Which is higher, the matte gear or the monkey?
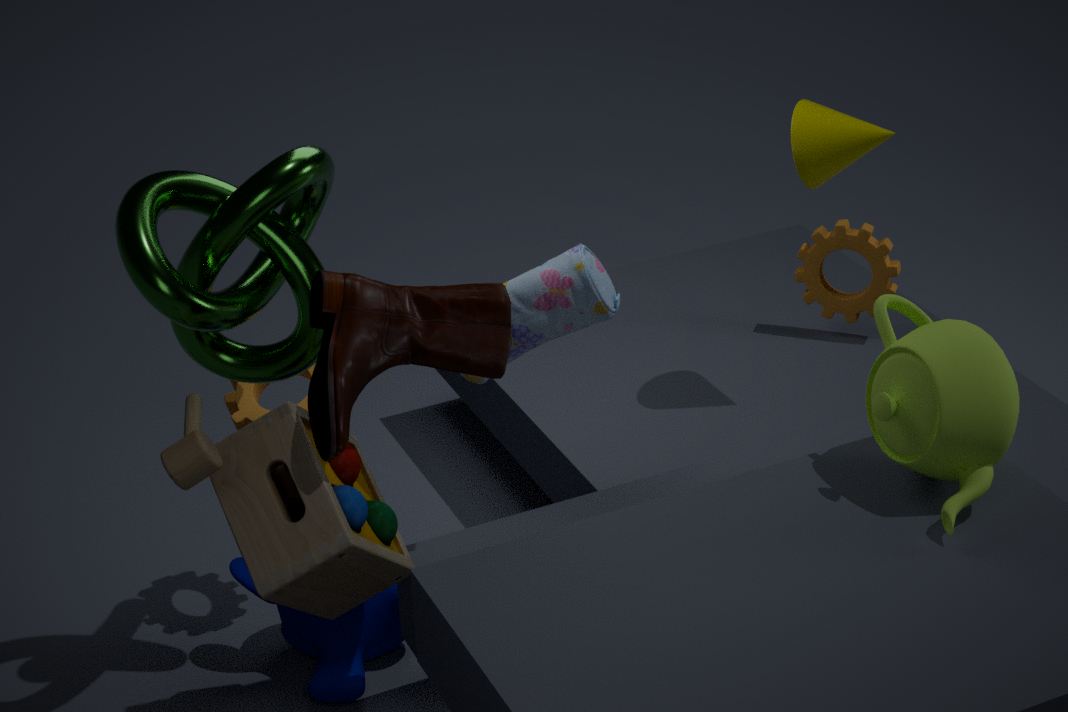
the matte gear
